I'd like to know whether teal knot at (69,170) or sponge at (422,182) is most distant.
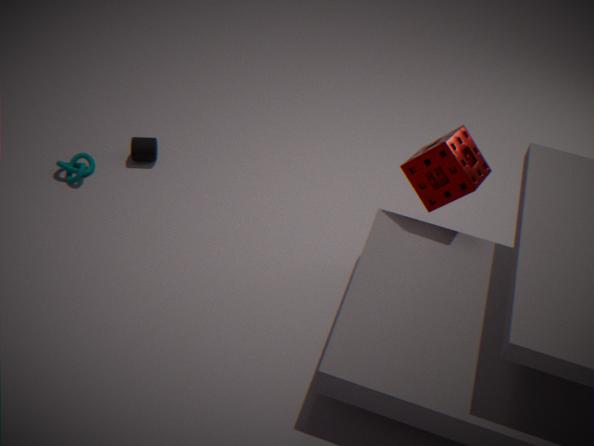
teal knot at (69,170)
